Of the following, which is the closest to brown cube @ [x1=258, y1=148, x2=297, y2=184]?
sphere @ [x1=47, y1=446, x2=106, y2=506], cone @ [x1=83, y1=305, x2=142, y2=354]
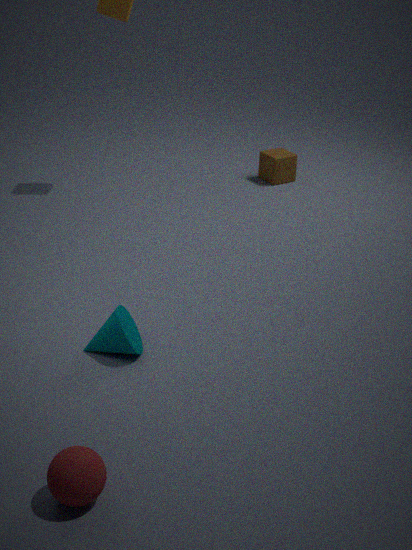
cone @ [x1=83, y1=305, x2=142, y2=354]
